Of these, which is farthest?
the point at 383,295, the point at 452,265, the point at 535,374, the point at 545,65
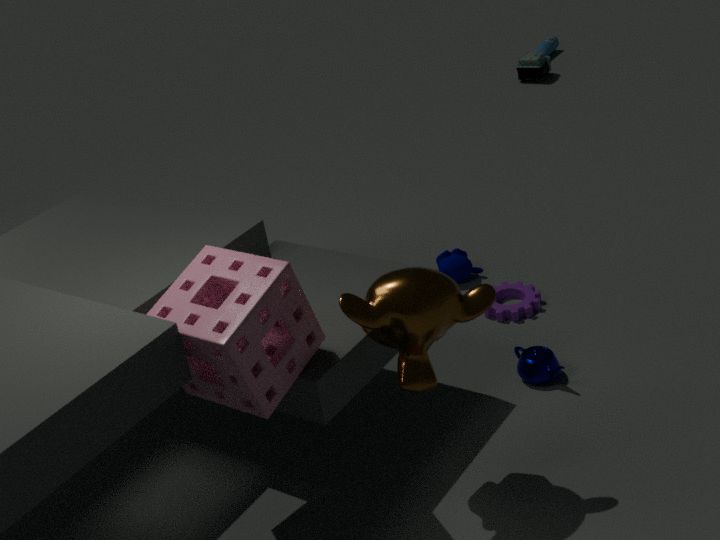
the point at 545,65
